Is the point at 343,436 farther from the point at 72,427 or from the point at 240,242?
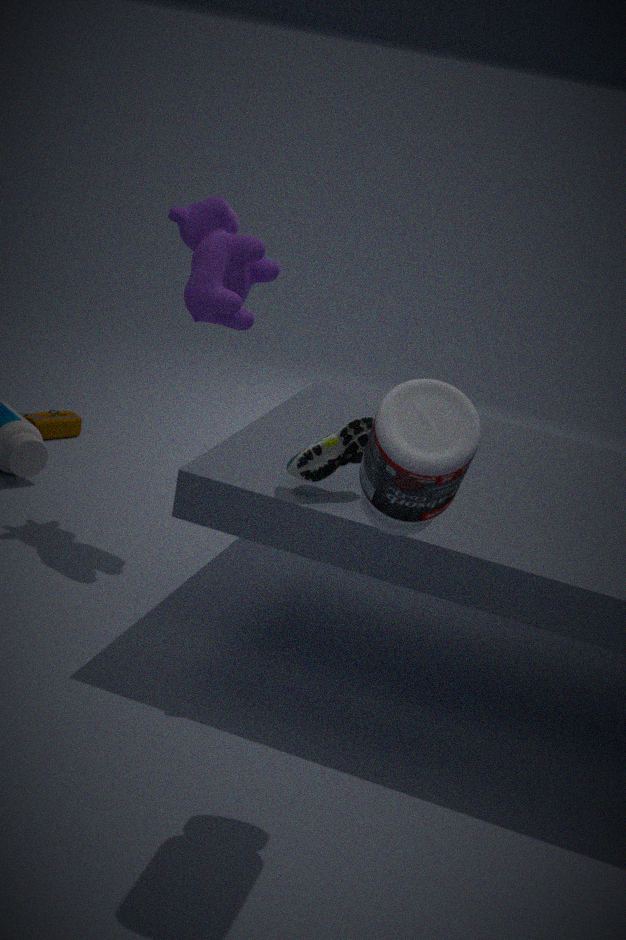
the point at 72,427
